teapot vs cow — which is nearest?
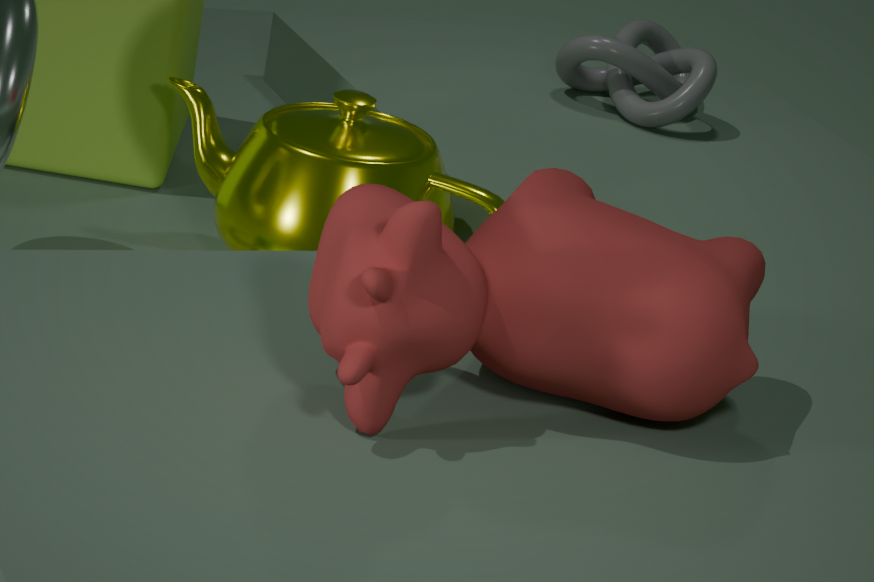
cow
